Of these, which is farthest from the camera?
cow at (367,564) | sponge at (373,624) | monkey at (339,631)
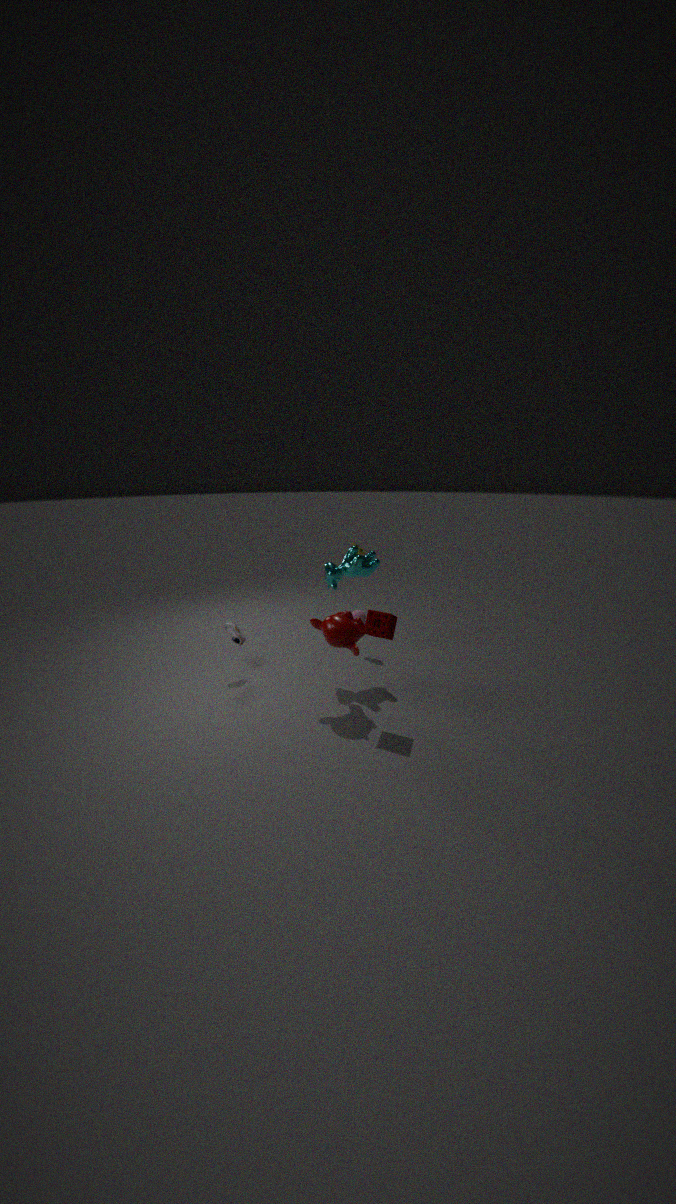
cow at (367,564)
